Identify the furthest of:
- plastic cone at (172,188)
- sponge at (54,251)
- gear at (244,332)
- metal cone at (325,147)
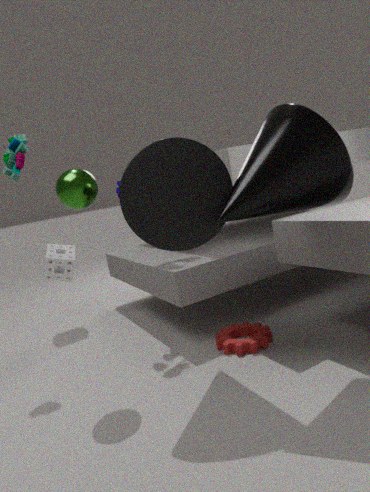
sponge at (54,251)
